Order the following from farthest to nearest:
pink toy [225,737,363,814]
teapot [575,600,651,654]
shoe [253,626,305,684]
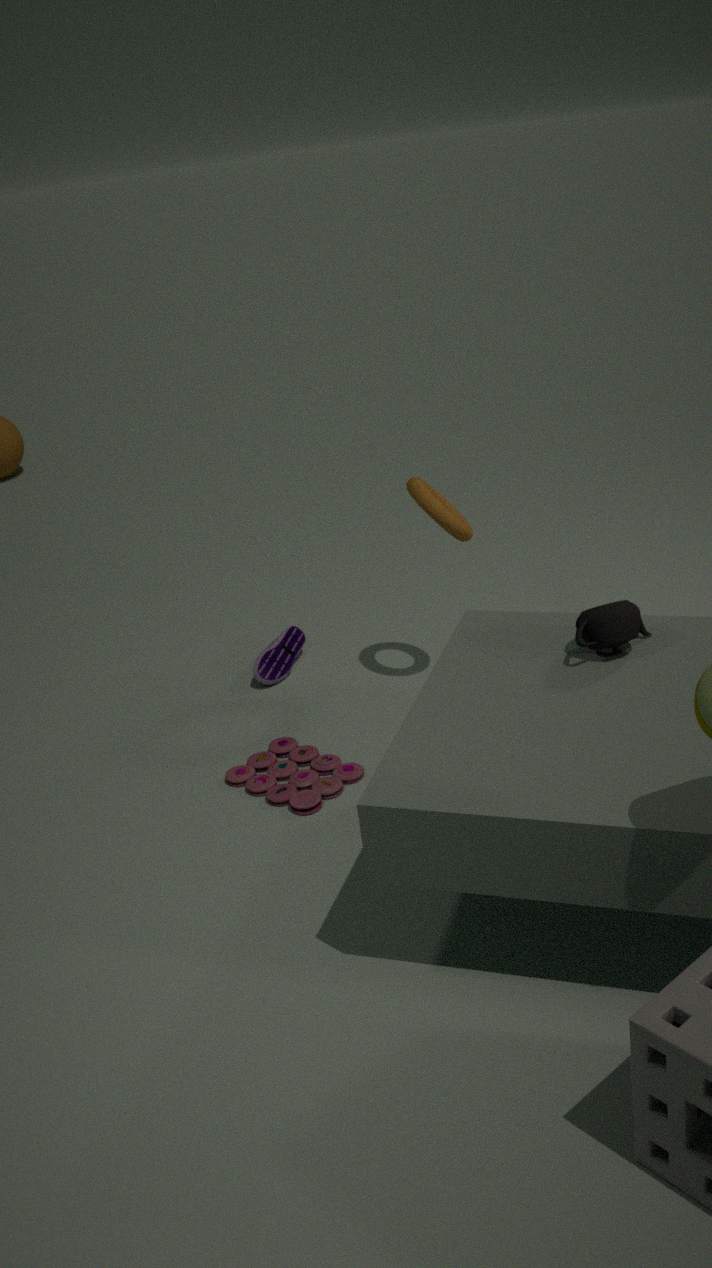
shoe [253,626,305,684] < pink toy [225,737,363,814] < teapot [575,600,651,654]
